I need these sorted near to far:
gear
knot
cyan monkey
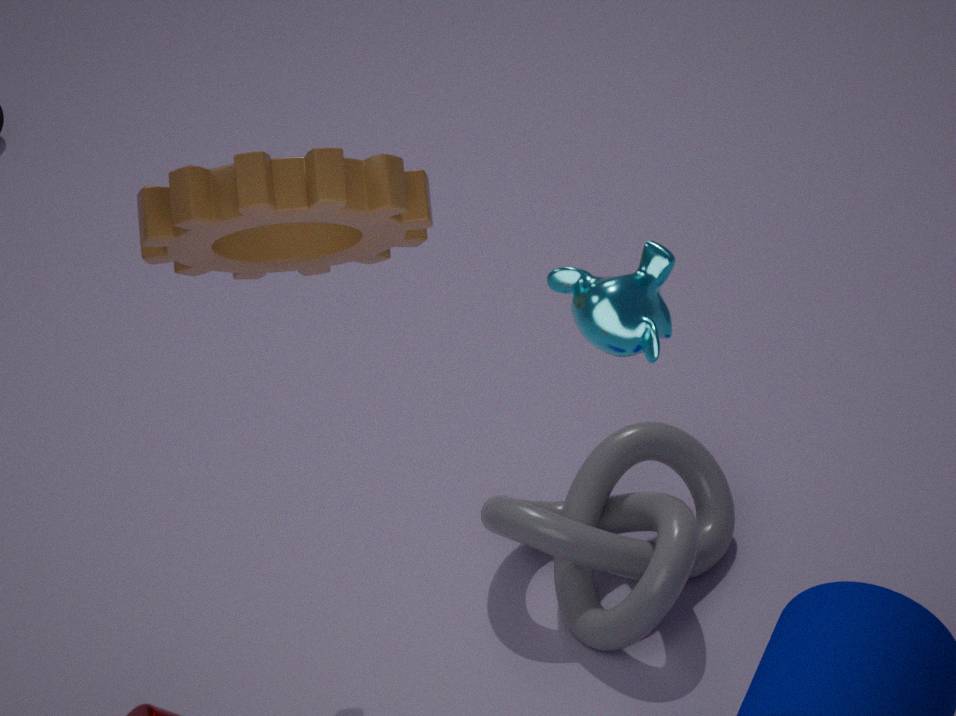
cyan monkey
gear
knot
